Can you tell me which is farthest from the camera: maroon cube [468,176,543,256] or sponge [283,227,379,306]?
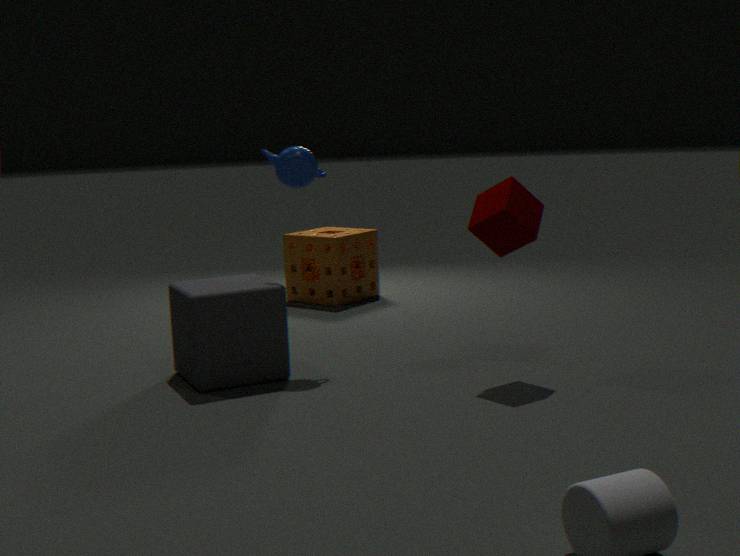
sponge [283,227,379,306]
